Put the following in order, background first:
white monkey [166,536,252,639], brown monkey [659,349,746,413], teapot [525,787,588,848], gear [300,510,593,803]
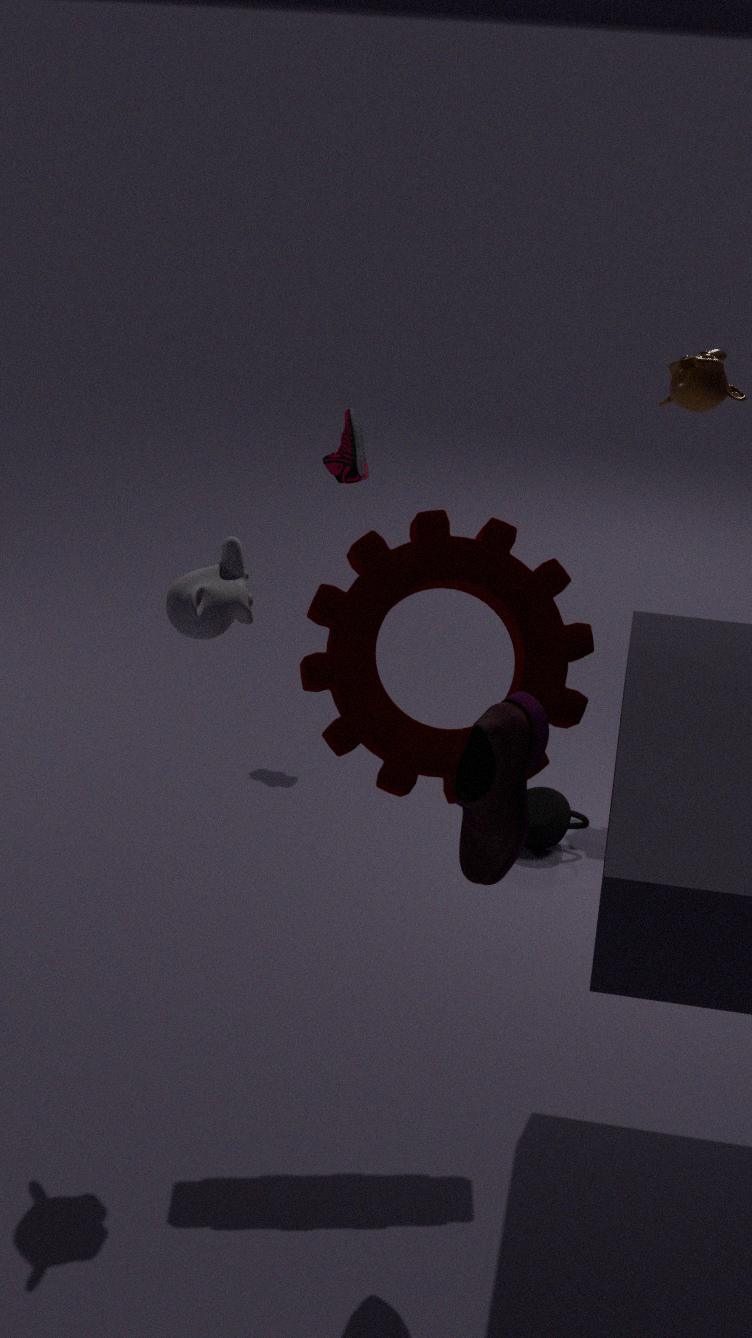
brown monkey [659,349,746,413] < teapot [525,787,588,848] < gear [300,510,593,803] < white monkey [166,536,252,639]
